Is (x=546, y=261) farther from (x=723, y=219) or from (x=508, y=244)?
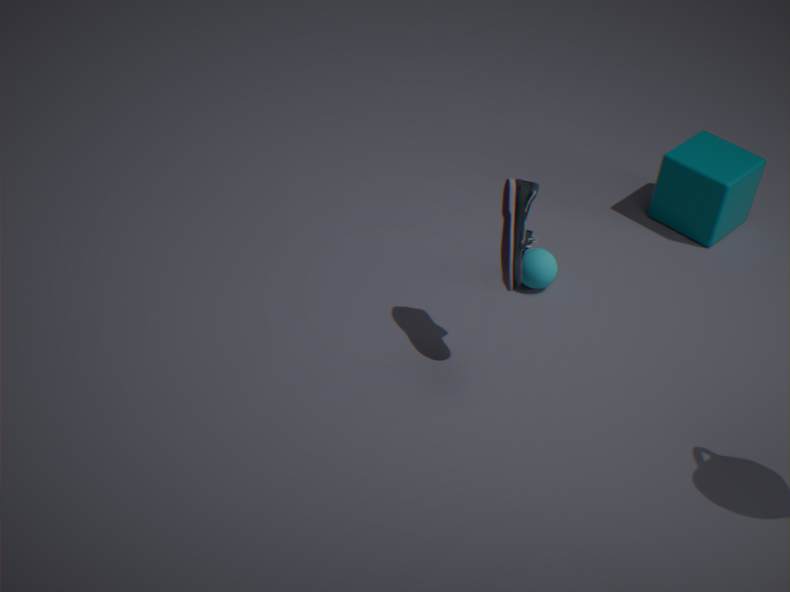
(x=723, y=219)
